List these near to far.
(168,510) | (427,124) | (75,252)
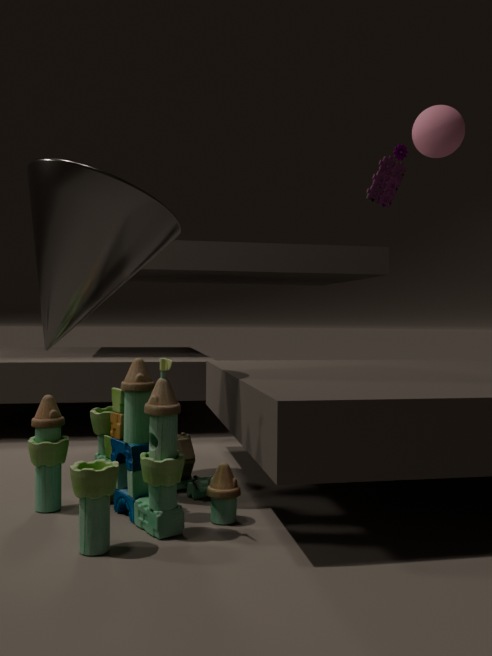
(168,510) < (75,252) < (427,124)
